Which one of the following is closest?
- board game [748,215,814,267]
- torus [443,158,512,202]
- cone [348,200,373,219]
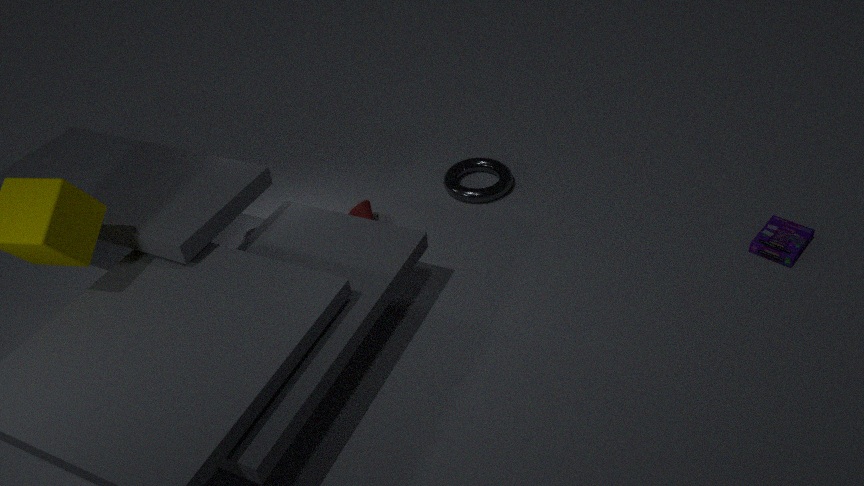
board game [748,215,814,267]
